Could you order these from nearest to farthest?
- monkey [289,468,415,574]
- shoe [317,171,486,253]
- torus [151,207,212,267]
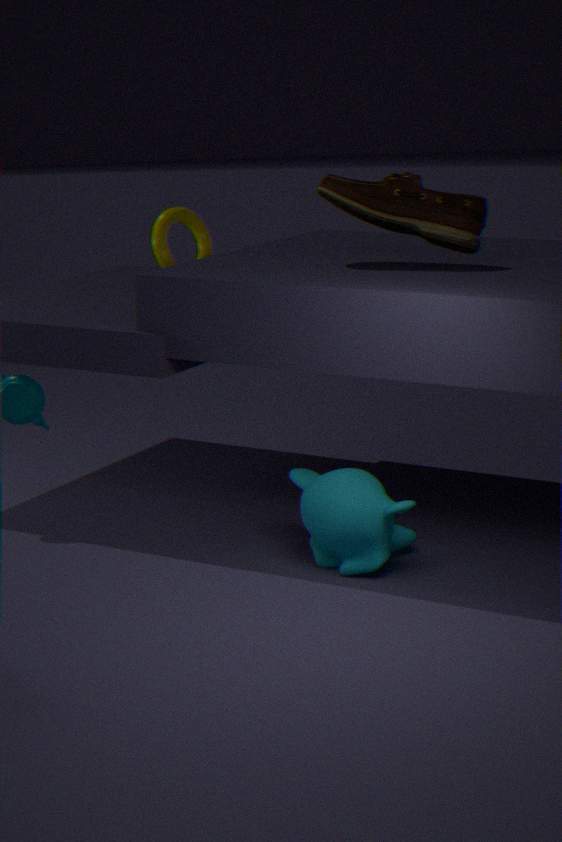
monkey [289,468,415,574], shoe [317,171,486,253], torus [151,207,212,267]
